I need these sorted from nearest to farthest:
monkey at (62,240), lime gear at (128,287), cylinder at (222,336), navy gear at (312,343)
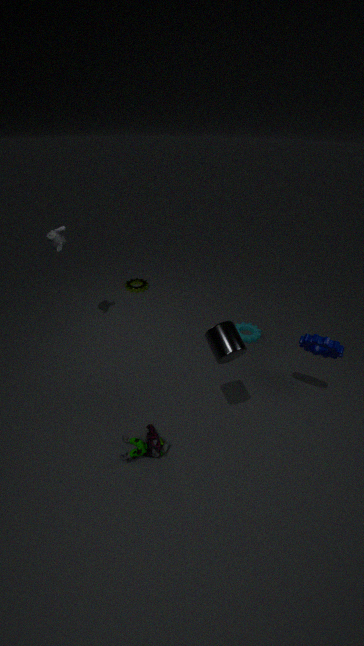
cylinder at (222,336) < navy gear at (312,343) < monkey at (62,240) < lime gear at (128,287)
